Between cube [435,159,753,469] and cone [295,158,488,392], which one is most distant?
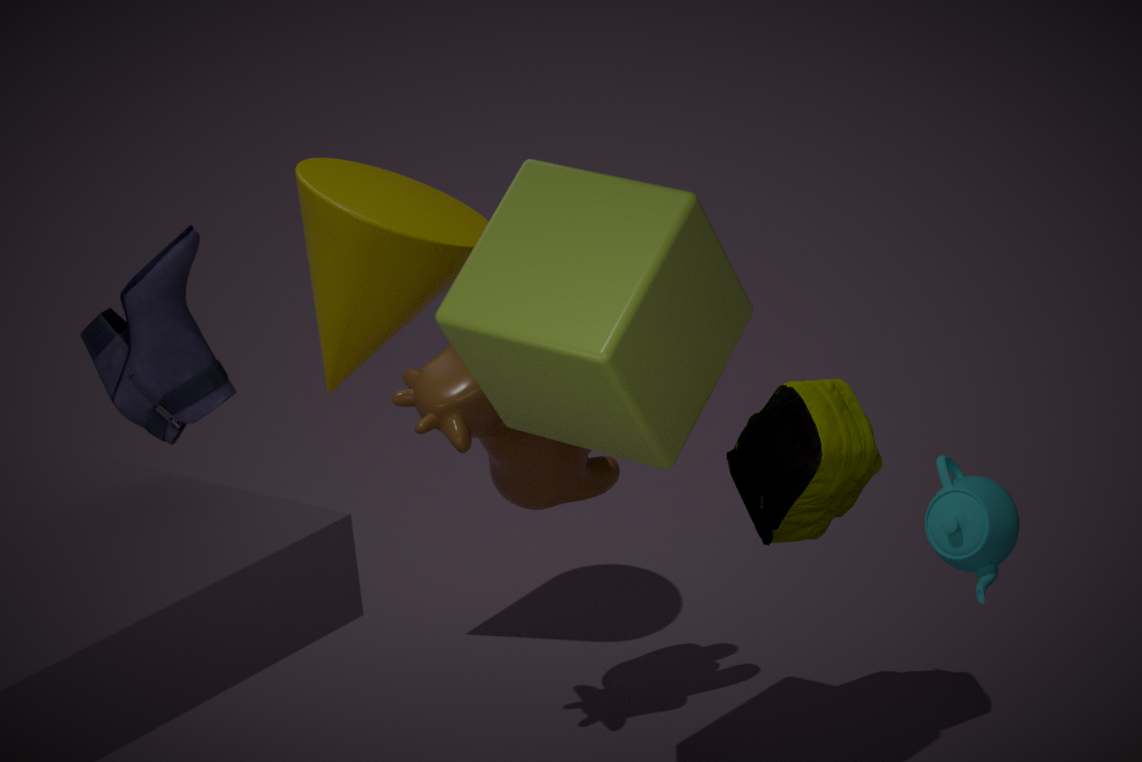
cone [295,158,488,392]
